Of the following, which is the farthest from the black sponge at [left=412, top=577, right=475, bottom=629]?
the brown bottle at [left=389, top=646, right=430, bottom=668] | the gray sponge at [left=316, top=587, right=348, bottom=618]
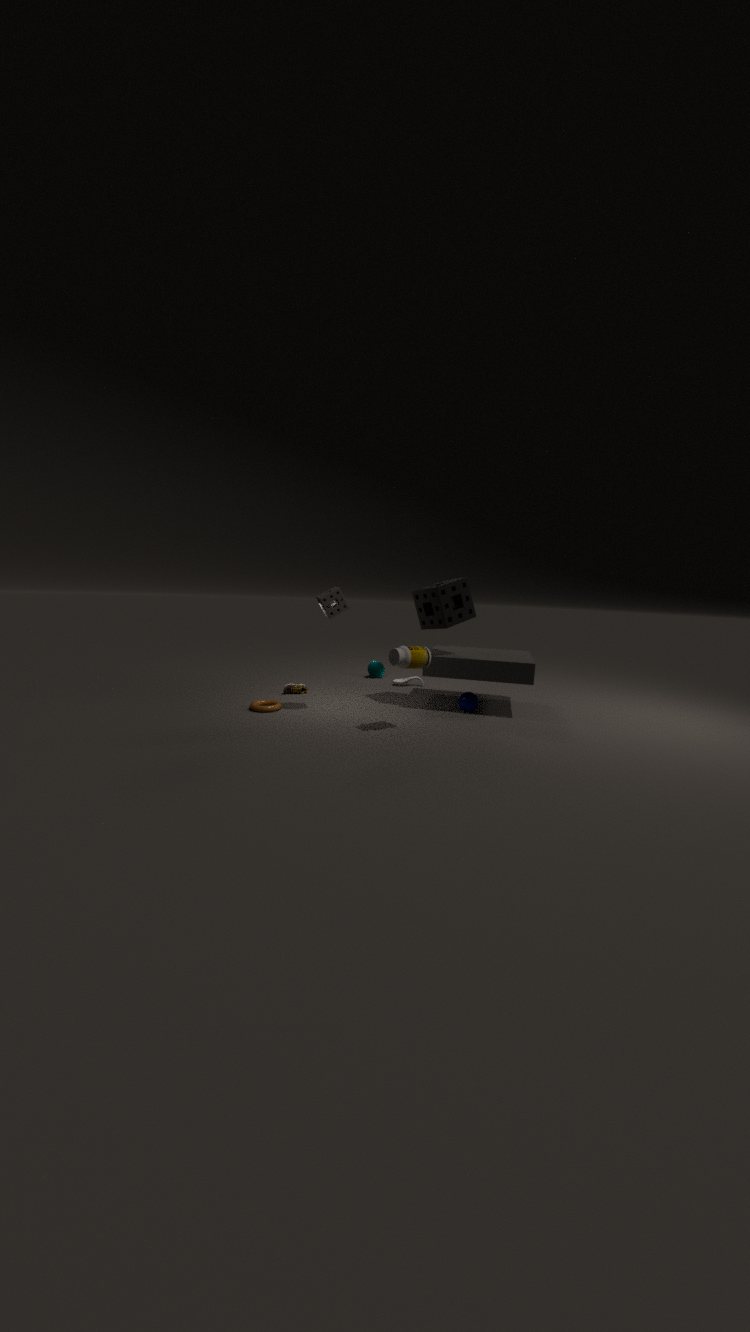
the gray sponge at [left=316, top=587, right=348, bottom=618]
